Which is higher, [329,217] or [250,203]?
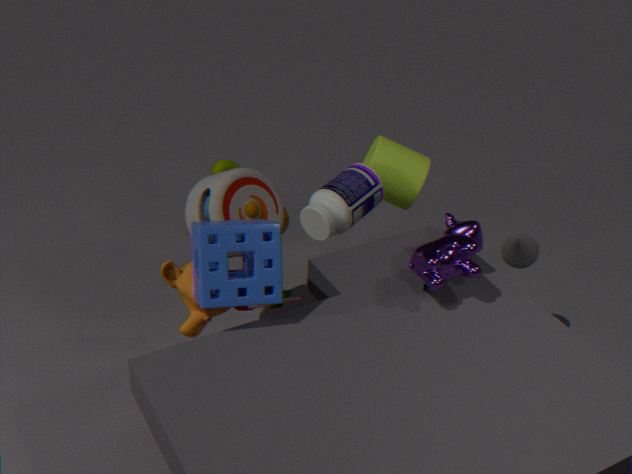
[329,217]
